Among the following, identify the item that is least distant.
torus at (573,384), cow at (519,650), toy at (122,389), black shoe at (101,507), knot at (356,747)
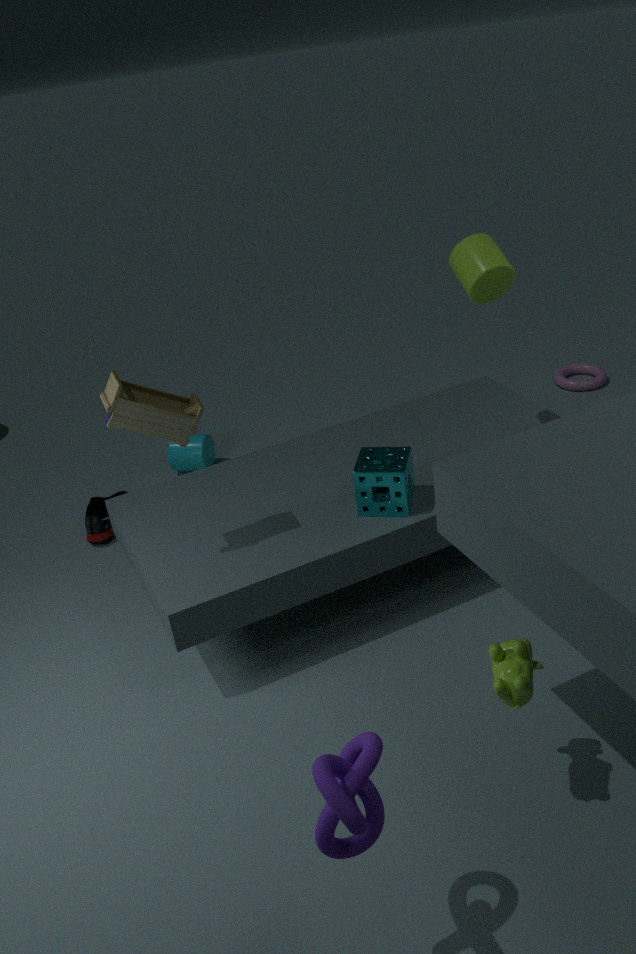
knot at (356,747)
